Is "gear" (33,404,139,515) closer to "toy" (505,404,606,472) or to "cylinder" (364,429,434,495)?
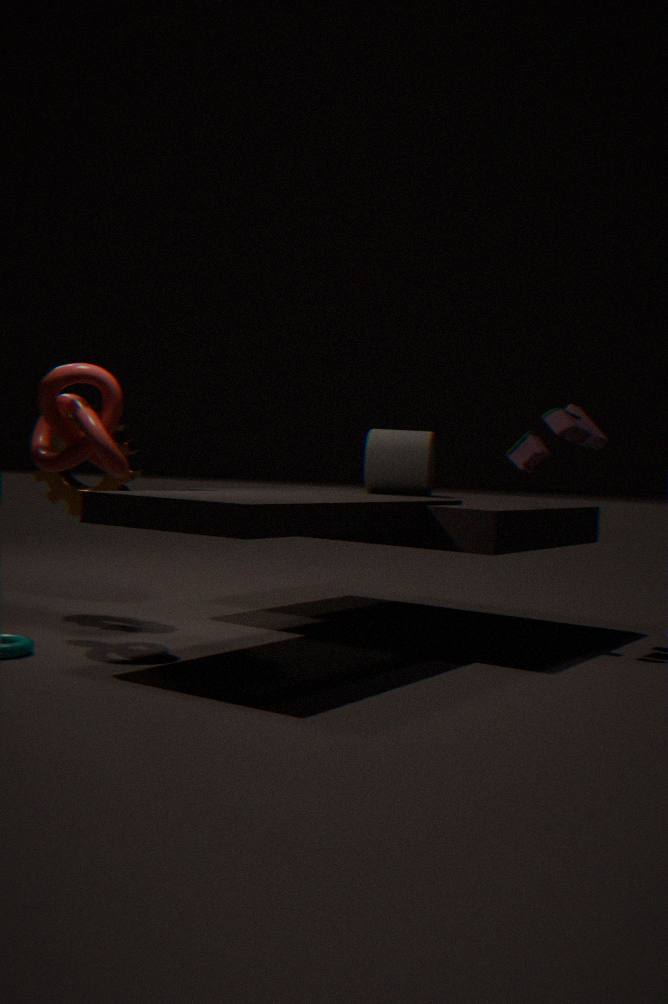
"cylinder" (364,429,434,495)
